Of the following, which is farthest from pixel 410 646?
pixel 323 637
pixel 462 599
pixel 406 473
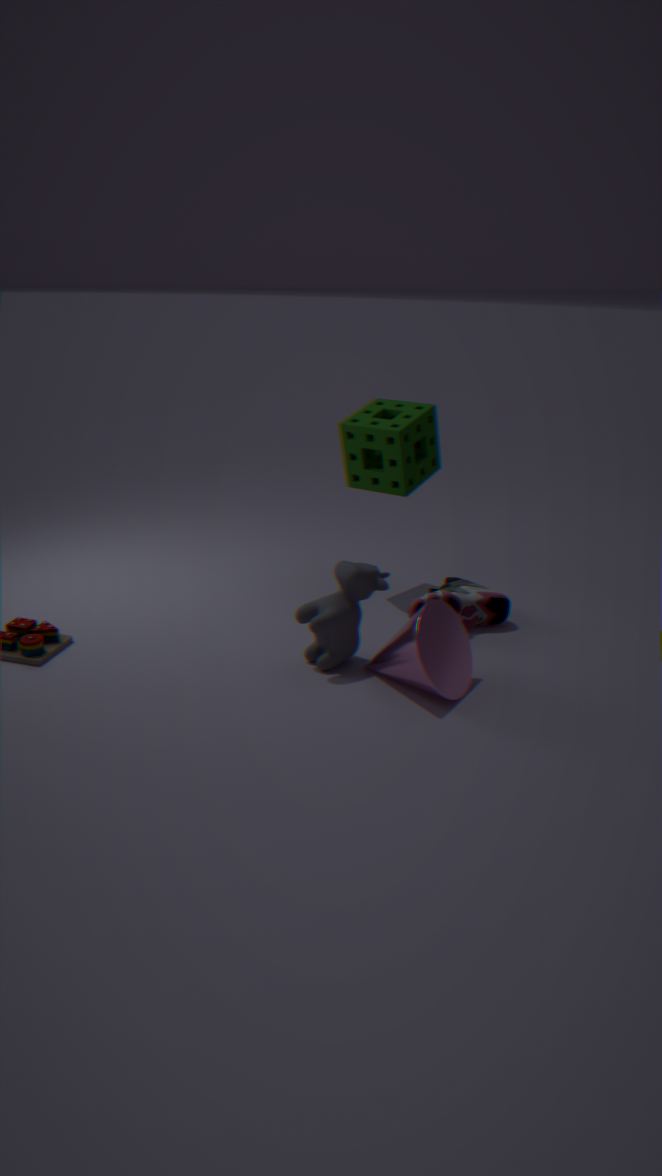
pixel 406 473
